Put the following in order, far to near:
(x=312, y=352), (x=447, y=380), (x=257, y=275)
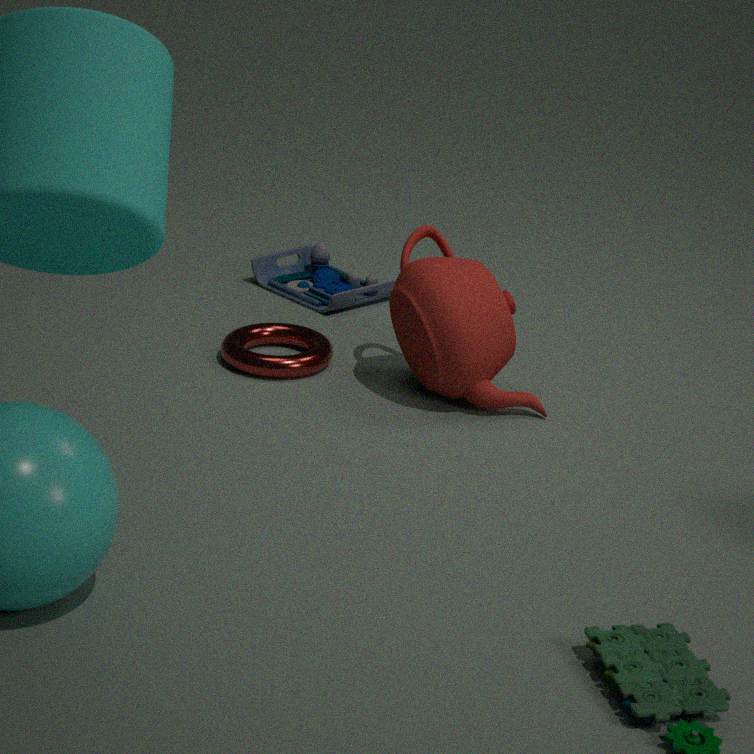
(x=257, y=275) → (x=312, y=352) → (x=447, y=380)
